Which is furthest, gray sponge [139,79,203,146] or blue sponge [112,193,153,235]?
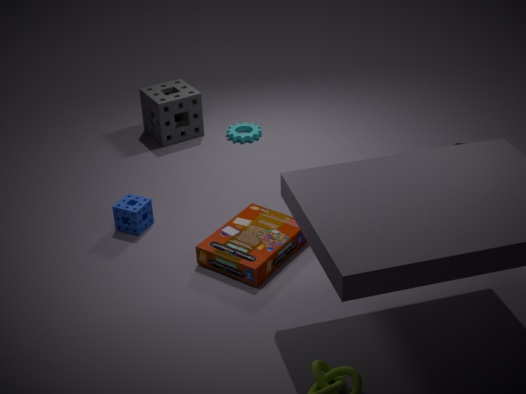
gray sponge [139,79,203,146]
